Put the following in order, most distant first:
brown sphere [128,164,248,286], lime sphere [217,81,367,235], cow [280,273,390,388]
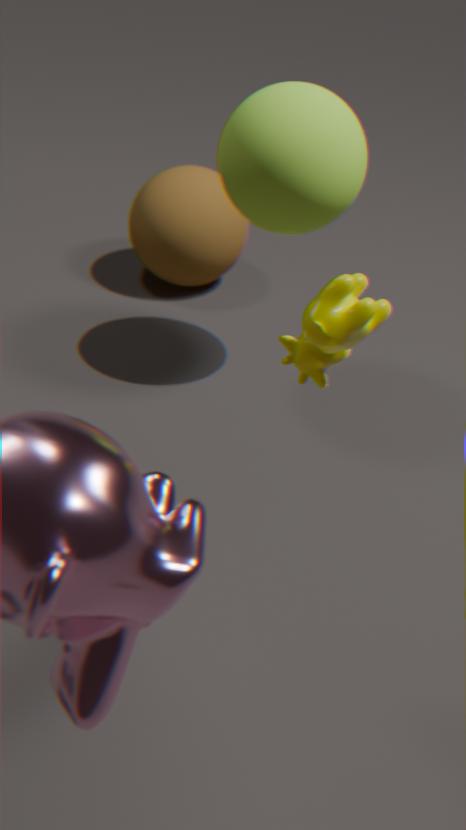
brown sphere [128,164,248,286] → lime sphere [217,81,367,235] → cow [280,273,390,388]
